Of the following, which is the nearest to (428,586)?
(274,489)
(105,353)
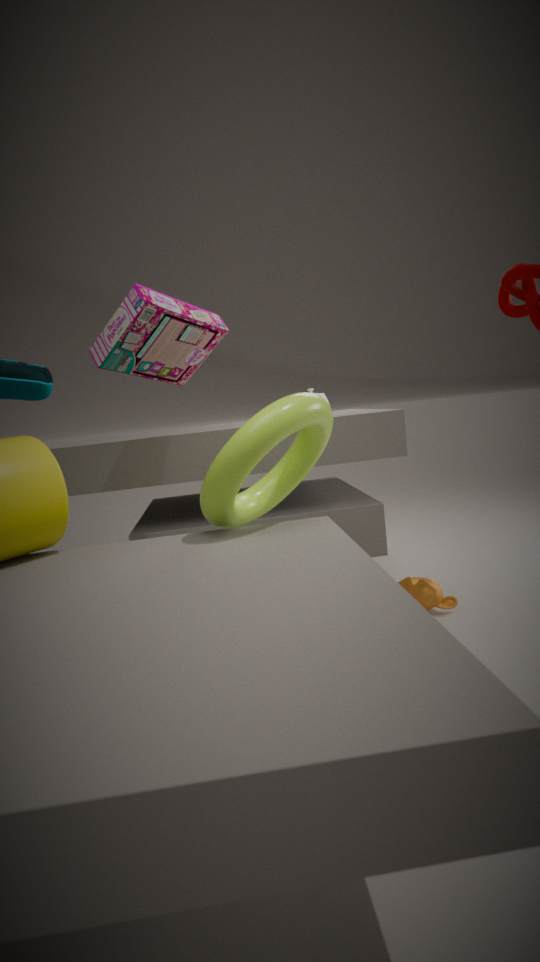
(274,489)
